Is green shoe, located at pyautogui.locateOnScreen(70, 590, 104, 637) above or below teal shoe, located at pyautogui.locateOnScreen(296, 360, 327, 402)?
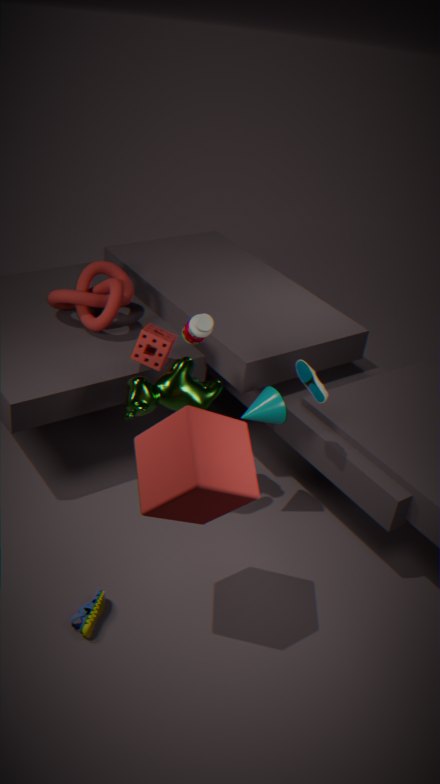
below
